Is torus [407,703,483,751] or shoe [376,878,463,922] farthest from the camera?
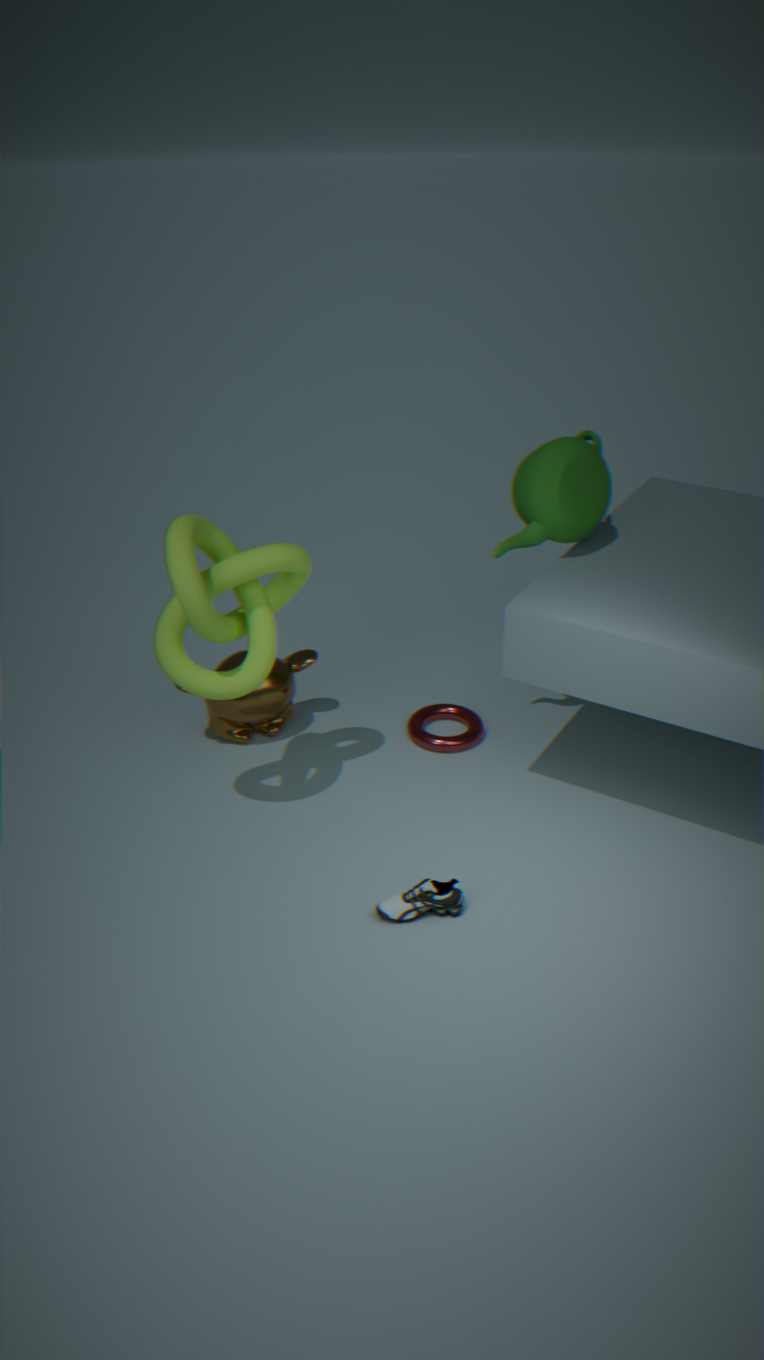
torus [407,703,483,751]
